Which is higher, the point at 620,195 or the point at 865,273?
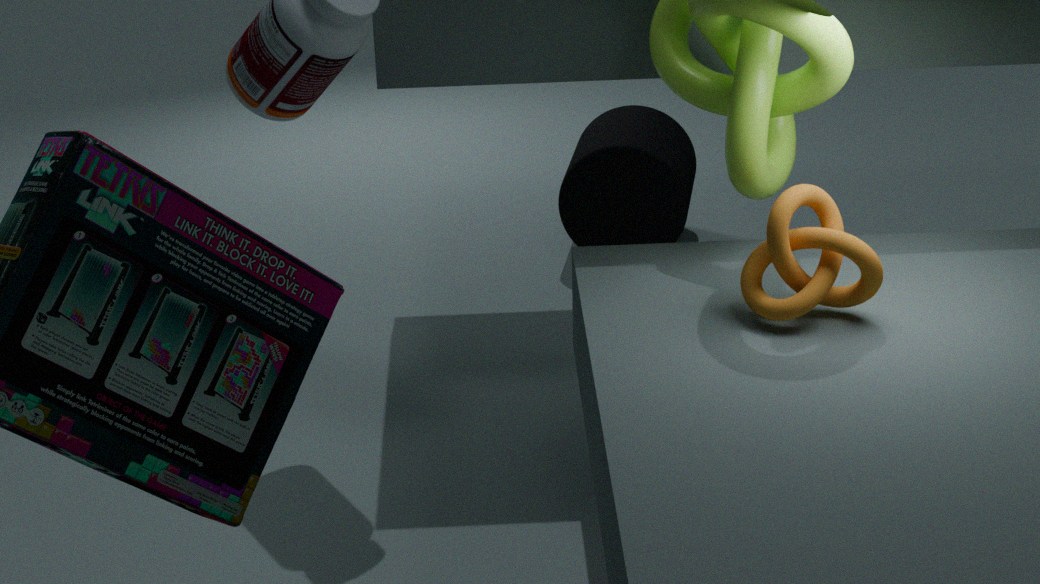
the point at 865,273
